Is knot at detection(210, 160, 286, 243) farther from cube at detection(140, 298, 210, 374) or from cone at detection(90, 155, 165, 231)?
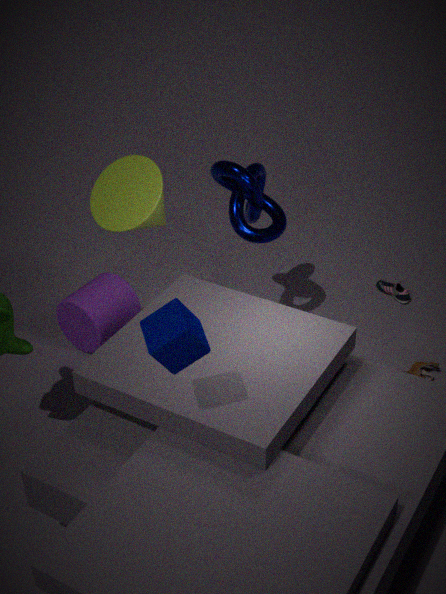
cube at detection(140, 298, 210, 374)
